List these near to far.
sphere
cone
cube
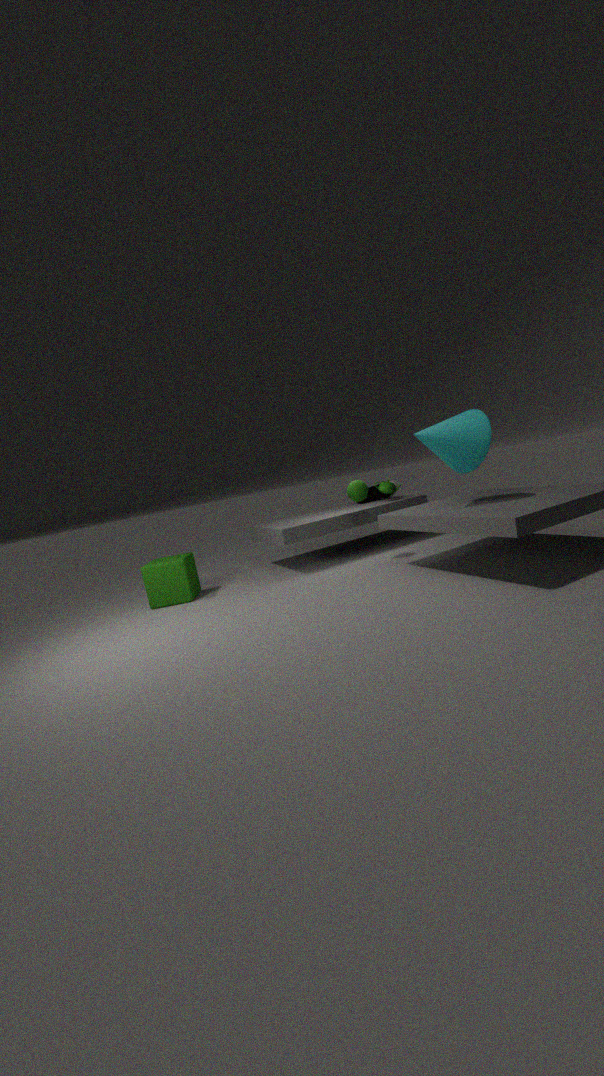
cone
cube
sphere
